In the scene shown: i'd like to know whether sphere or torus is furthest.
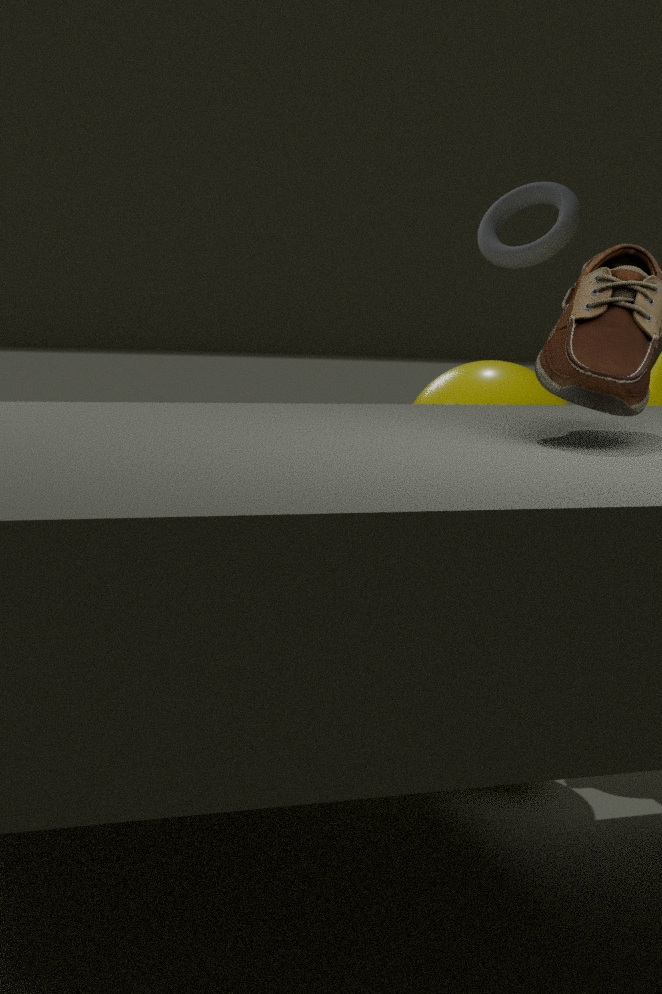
torus
